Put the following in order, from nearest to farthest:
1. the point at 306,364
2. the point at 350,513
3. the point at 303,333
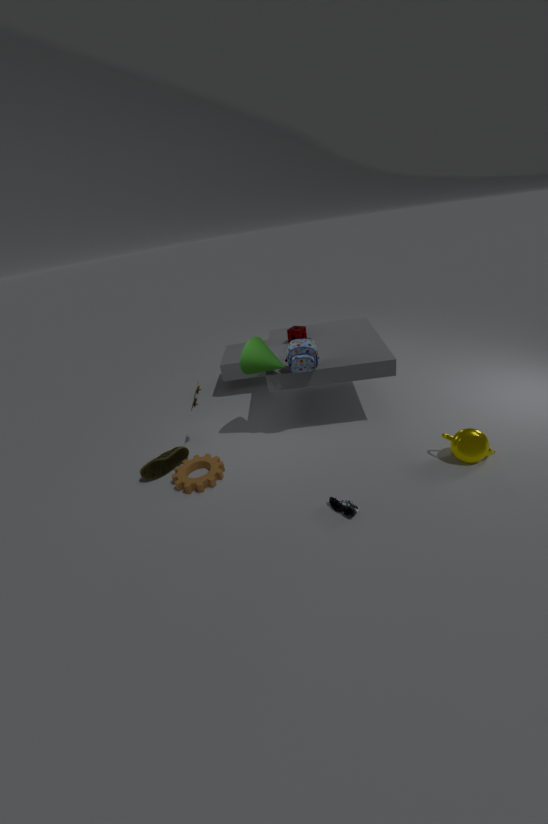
1. the point at 350,513
2. the point at 306,364
3. the point at 303,333
